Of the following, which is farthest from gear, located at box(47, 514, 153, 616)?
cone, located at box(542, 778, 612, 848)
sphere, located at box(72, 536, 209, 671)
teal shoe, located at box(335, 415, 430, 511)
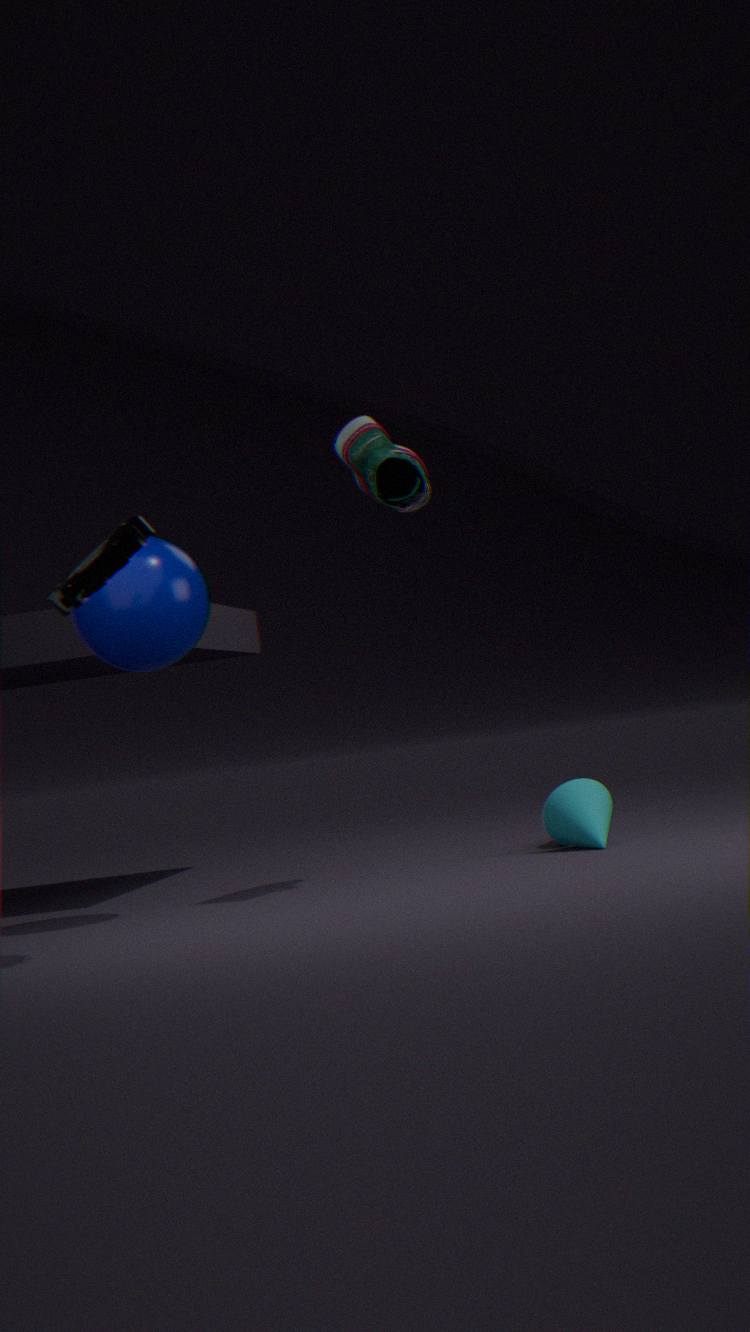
cone, located at box(542, 778, 612, 848)
